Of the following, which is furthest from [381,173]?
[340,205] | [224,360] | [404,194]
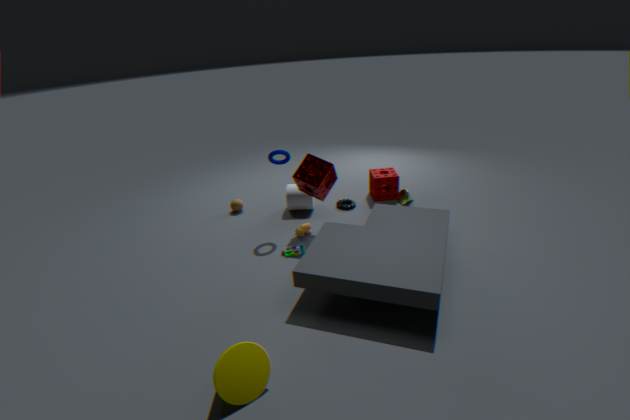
[224,360]
